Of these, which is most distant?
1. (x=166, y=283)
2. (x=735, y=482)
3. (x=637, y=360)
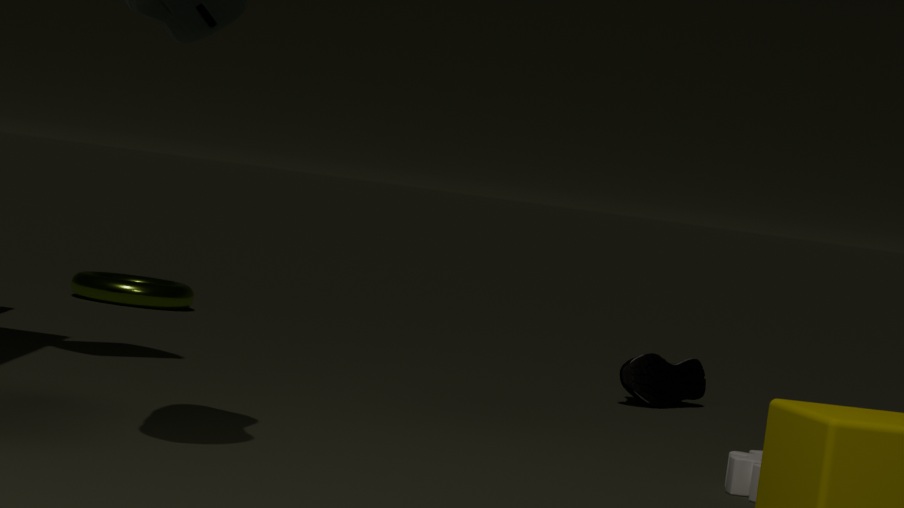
(x=166, y=283)
